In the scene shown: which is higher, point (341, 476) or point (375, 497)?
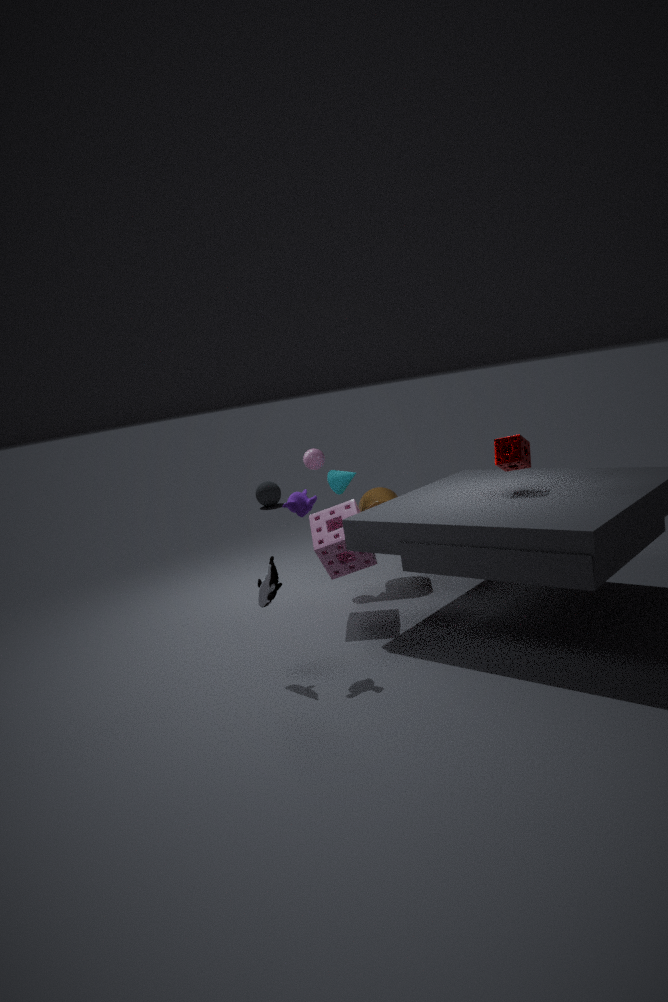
point (341, 476)
